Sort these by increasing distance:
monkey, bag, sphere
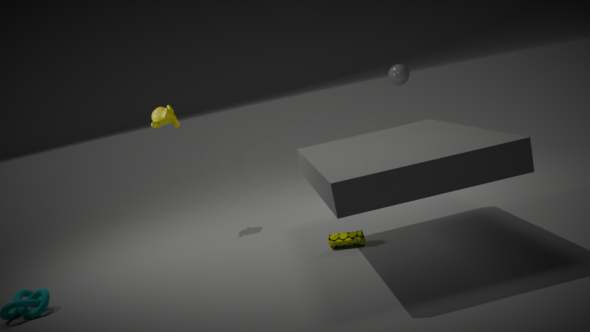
bag
monkey
sphere
